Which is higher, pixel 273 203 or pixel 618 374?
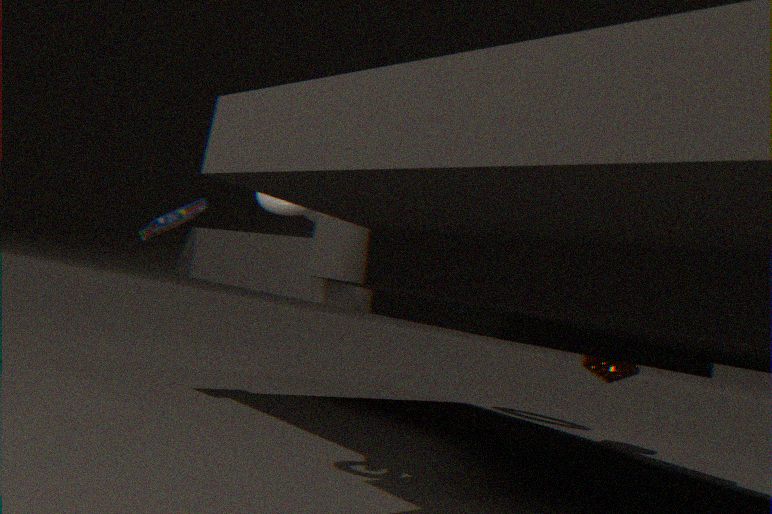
pixel 273 203
